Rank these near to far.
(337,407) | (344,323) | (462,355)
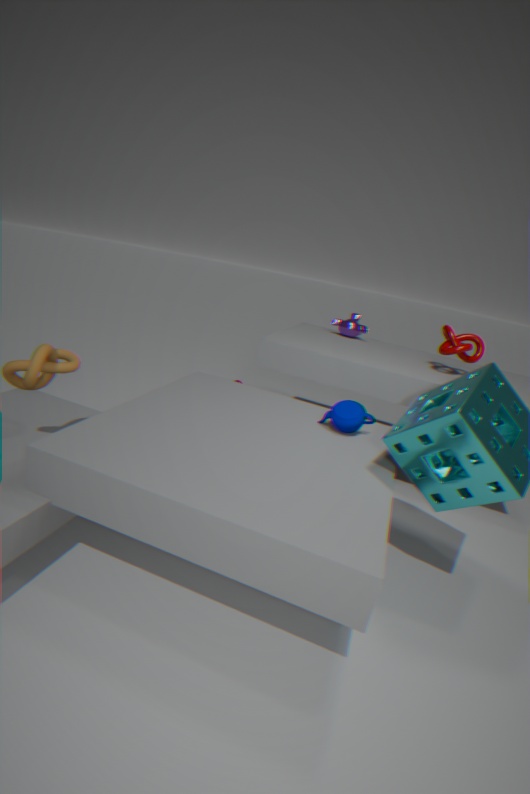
(337,407) < (462,355) < (344,323)
